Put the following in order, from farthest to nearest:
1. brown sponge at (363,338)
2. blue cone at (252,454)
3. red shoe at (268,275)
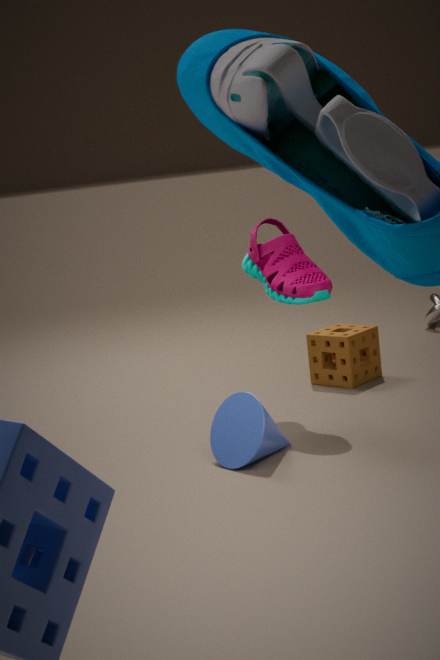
brown sponge at (363,338)
red shoe at (268,275)
blue cone at (252,454)
